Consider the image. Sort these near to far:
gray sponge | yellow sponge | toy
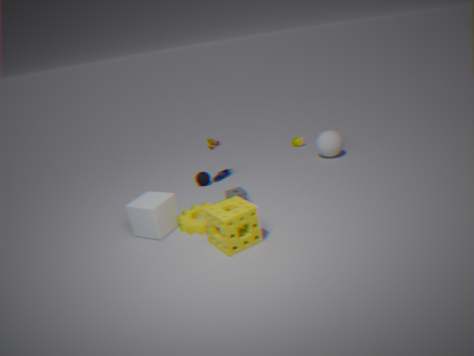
yellow sponge → gray sponge → toy
